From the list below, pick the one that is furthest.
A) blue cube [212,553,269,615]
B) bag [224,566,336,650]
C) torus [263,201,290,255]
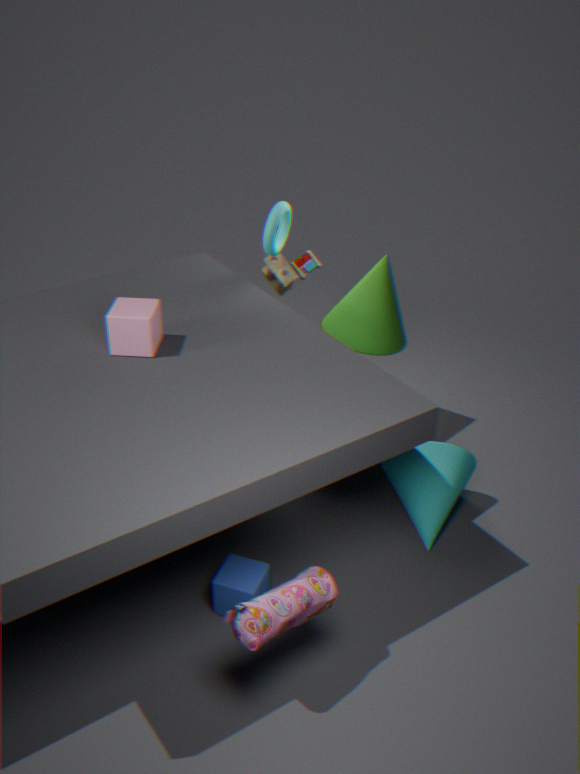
torus [263,201,290,255]
